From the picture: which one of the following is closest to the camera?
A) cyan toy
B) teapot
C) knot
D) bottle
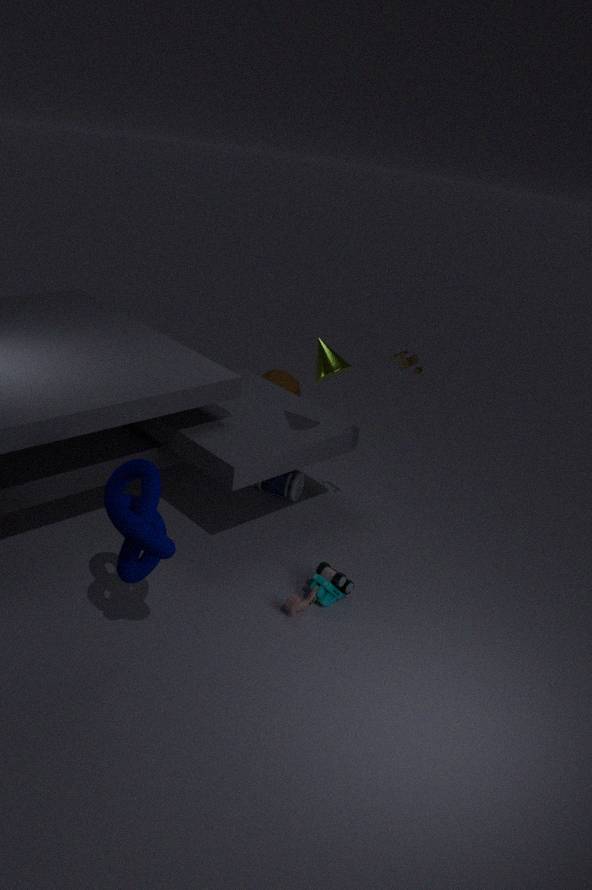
knot
